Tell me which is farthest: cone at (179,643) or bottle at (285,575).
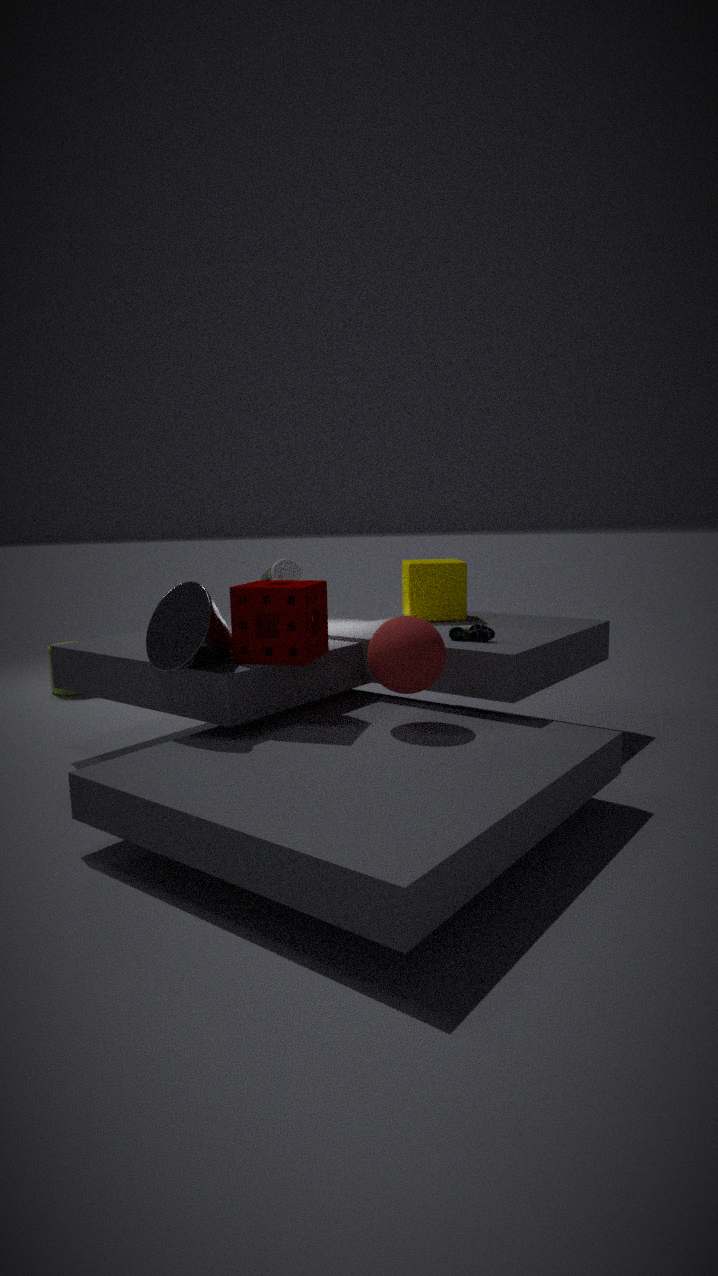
bottle at (285,575)
